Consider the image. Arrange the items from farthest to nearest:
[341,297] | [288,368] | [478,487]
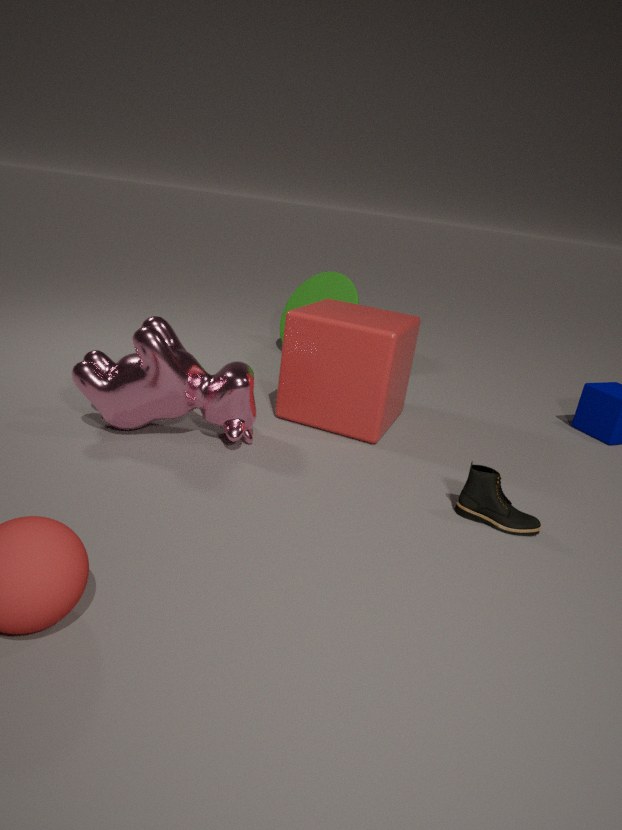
1. [341,297]
2. [288,368]
3. [478,487]
